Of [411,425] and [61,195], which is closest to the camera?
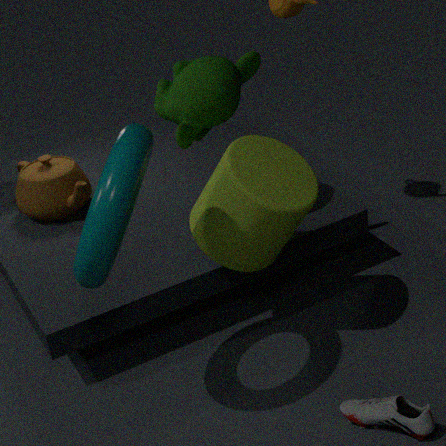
[411,425]
